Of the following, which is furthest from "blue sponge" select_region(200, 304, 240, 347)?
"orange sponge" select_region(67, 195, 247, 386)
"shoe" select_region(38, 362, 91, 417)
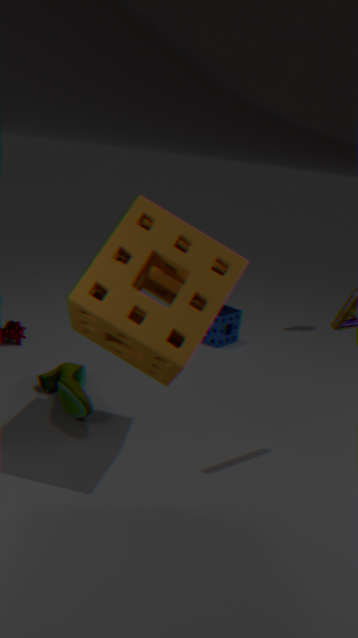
"orange sponge" select_region(67, 195, 247, 386)
